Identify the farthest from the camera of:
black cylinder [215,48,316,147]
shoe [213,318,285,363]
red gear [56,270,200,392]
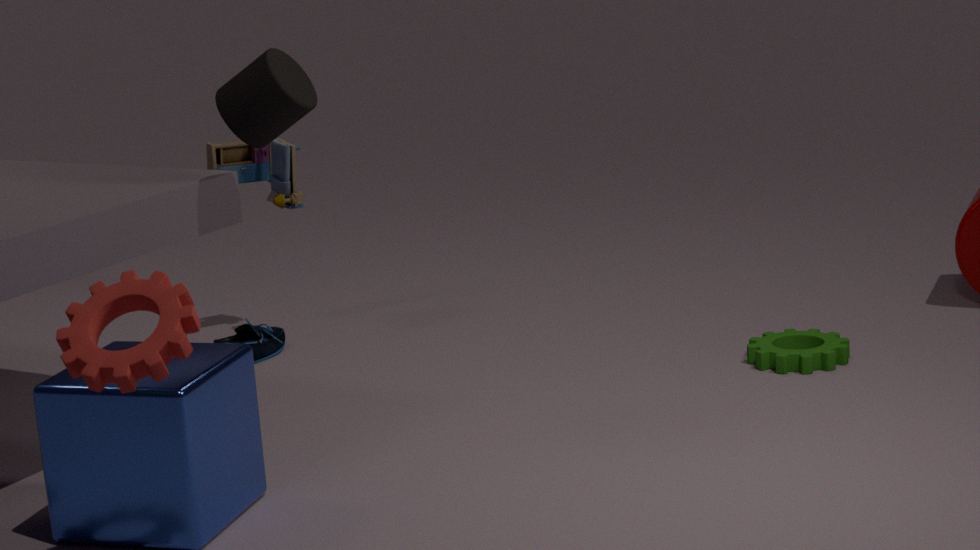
shoe [213,318,285,363]
